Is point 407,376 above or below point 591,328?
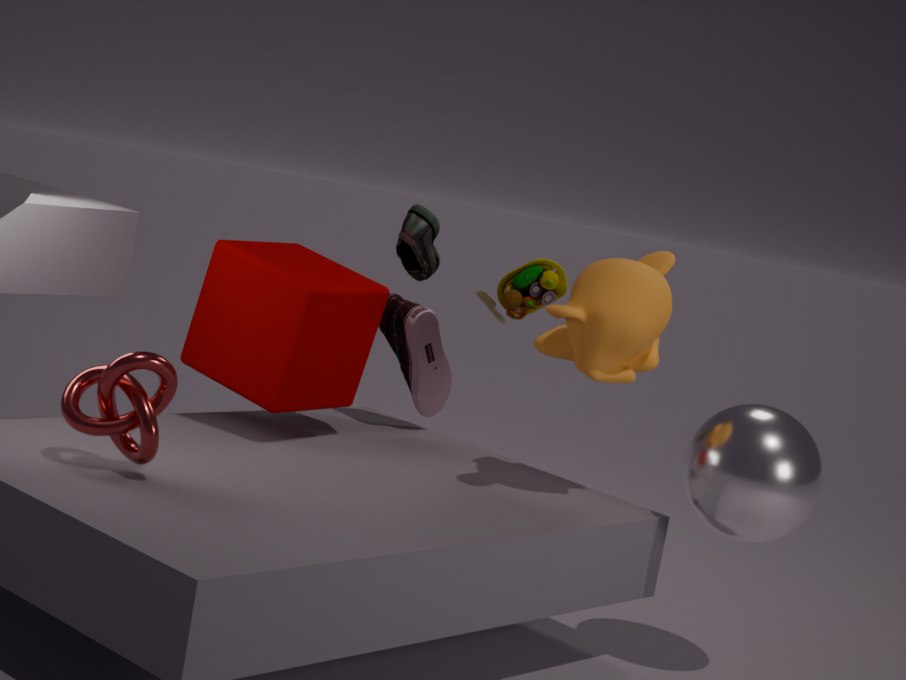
below
